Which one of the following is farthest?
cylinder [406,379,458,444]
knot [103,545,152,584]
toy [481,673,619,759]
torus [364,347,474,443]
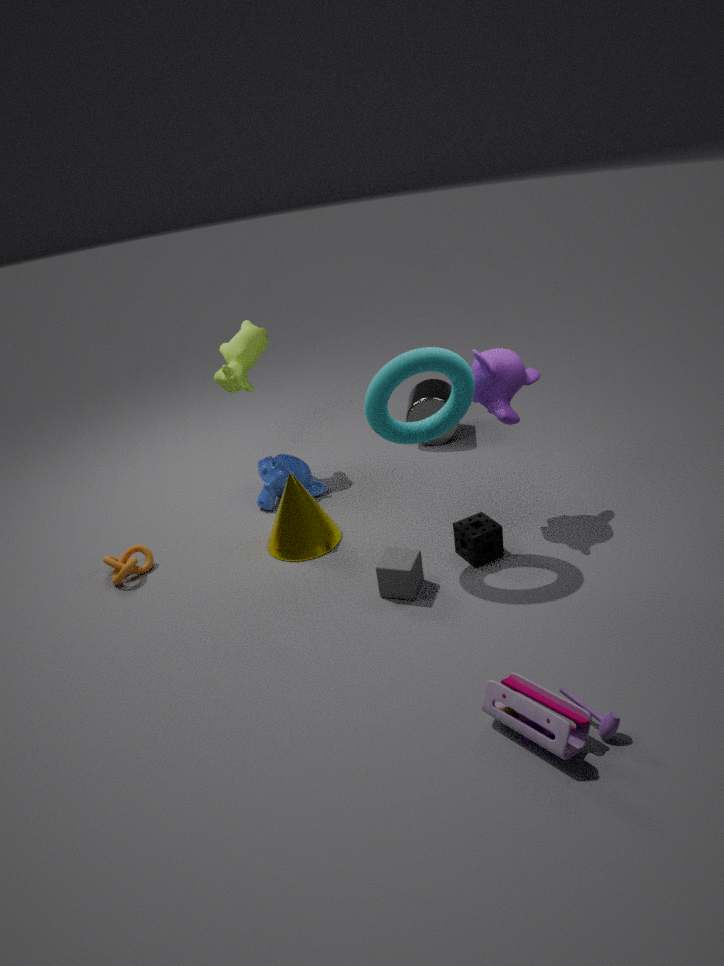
cylinder [406,379,458,444]
